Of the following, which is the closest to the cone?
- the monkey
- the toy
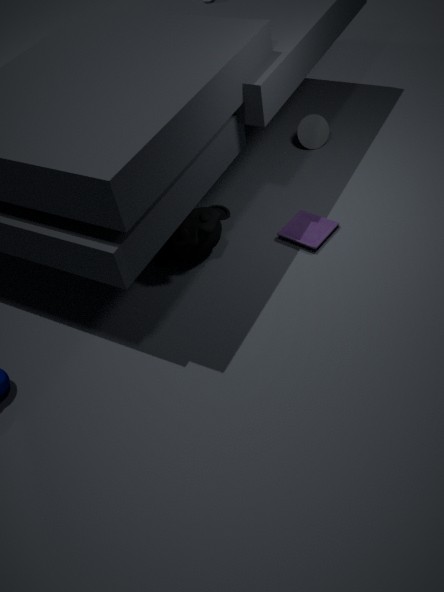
the toy
